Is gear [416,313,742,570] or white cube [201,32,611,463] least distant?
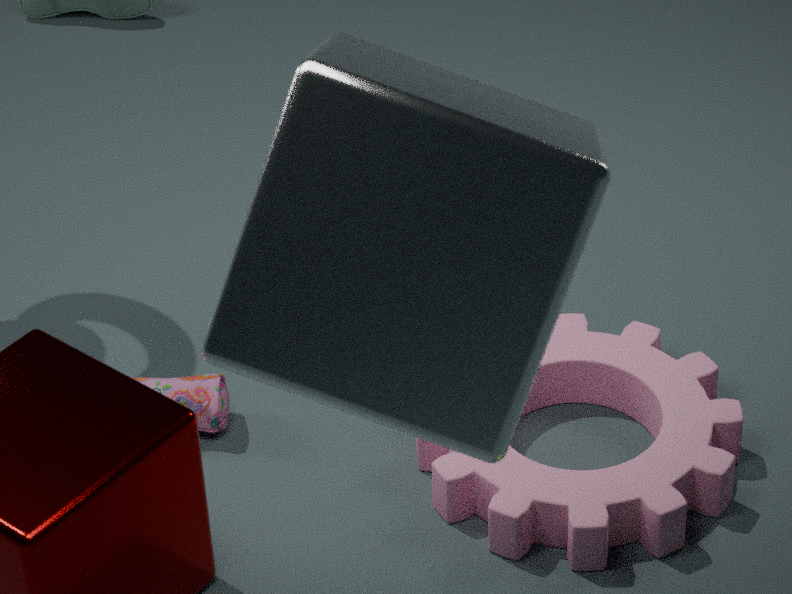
white cube [201,32,611,463]
